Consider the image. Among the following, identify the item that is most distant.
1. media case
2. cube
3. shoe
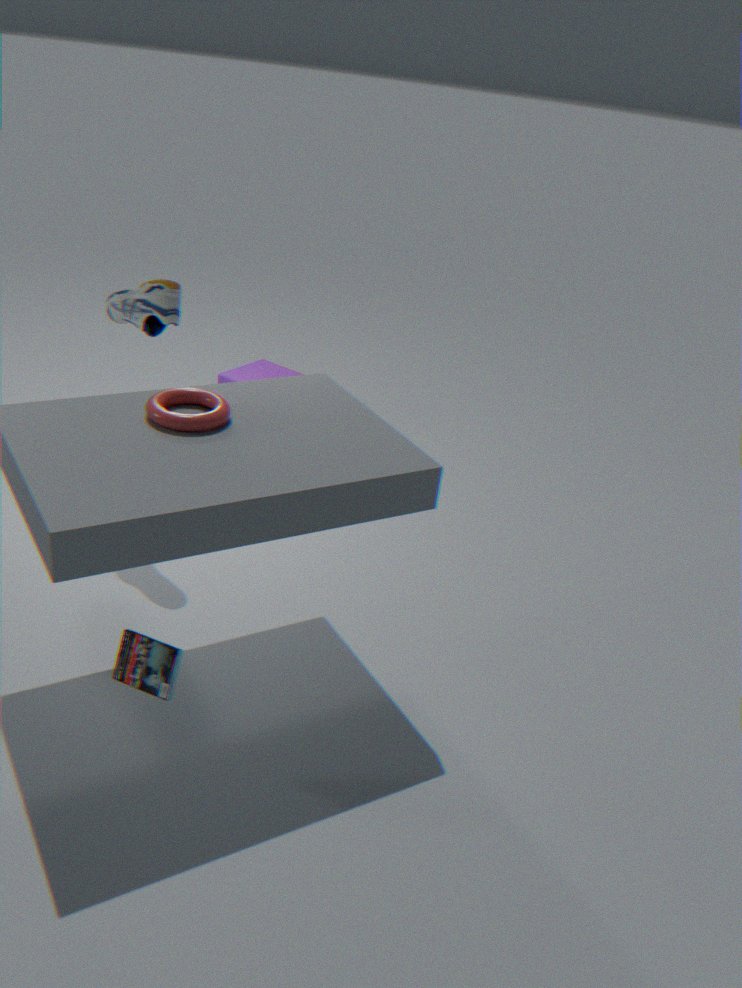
cube
